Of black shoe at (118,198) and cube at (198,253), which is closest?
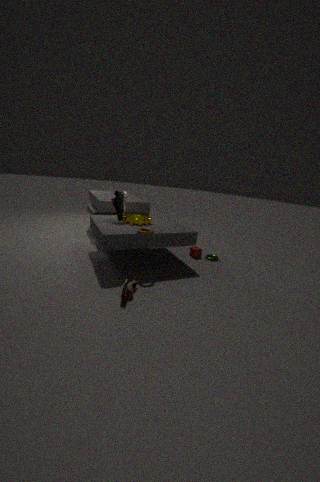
black shoe at (118,198)
